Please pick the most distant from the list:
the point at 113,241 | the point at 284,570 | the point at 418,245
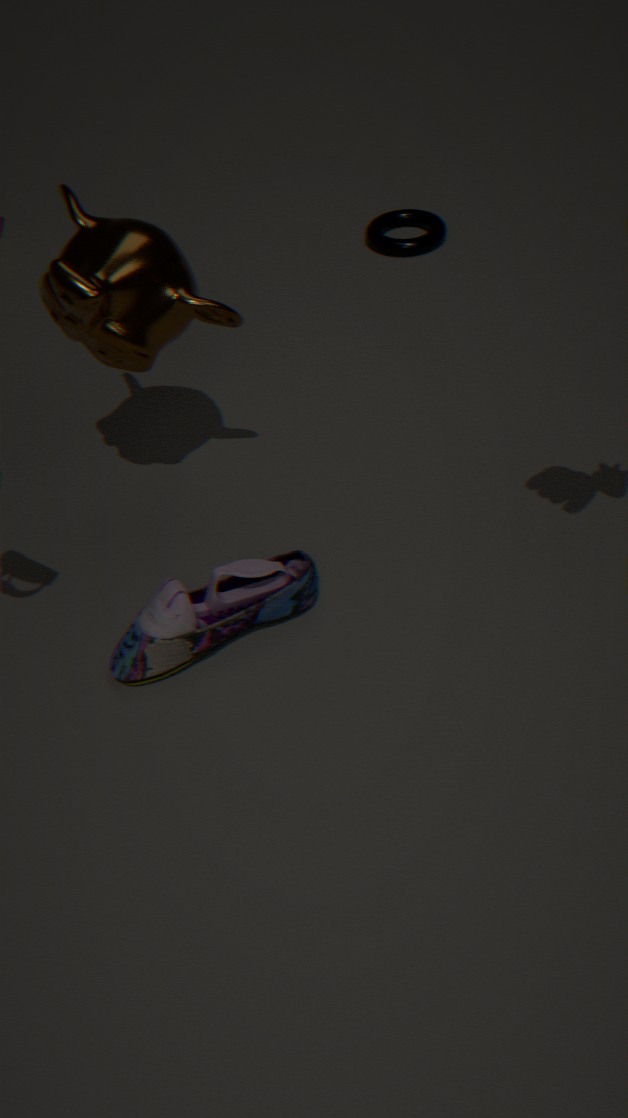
the point at 418,245
